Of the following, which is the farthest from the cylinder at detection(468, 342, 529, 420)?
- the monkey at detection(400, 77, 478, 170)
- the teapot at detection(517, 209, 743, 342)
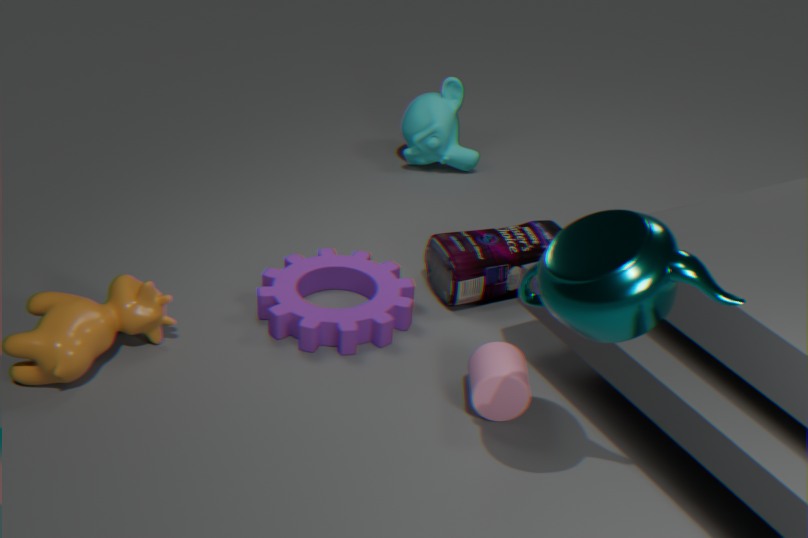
the monkey at detection(400, 77, 478, 170)
